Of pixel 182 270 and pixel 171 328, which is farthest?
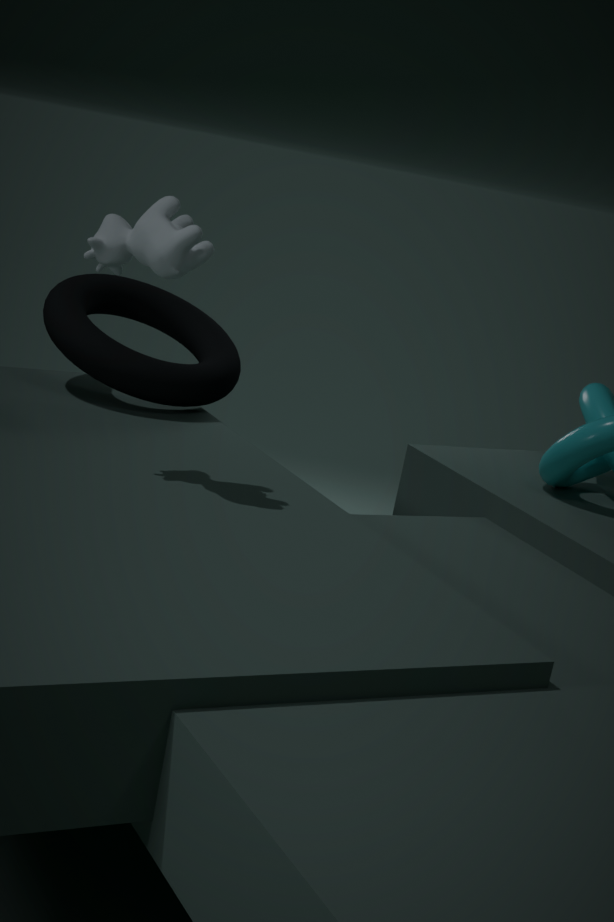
pixel 171 328
